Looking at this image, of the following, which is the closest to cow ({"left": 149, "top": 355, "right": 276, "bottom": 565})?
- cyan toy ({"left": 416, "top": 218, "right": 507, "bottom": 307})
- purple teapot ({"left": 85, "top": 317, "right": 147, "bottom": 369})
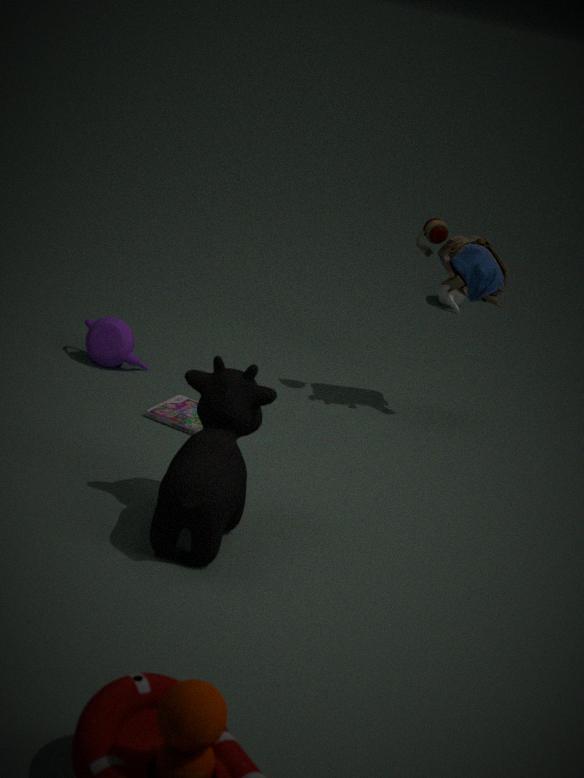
purple teapot ({"left": 85, "top": 317, "right": 147, "bottom": 369})
